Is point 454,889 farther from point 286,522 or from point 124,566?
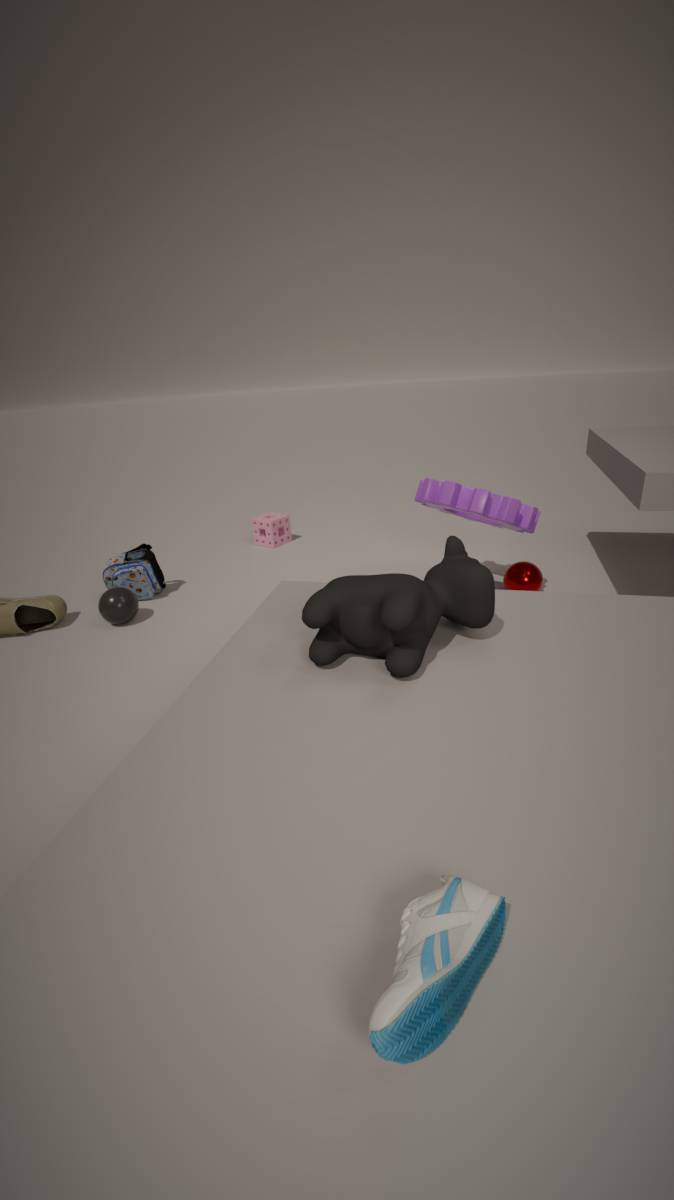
point 286,522
